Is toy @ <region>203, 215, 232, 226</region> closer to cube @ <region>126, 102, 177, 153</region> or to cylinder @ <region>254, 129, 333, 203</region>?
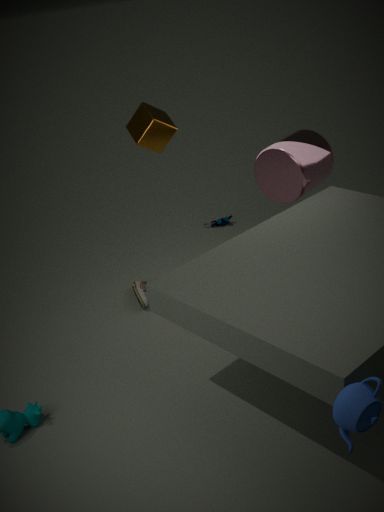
cylinder @ <region>254, 129, 333, 203</region>
